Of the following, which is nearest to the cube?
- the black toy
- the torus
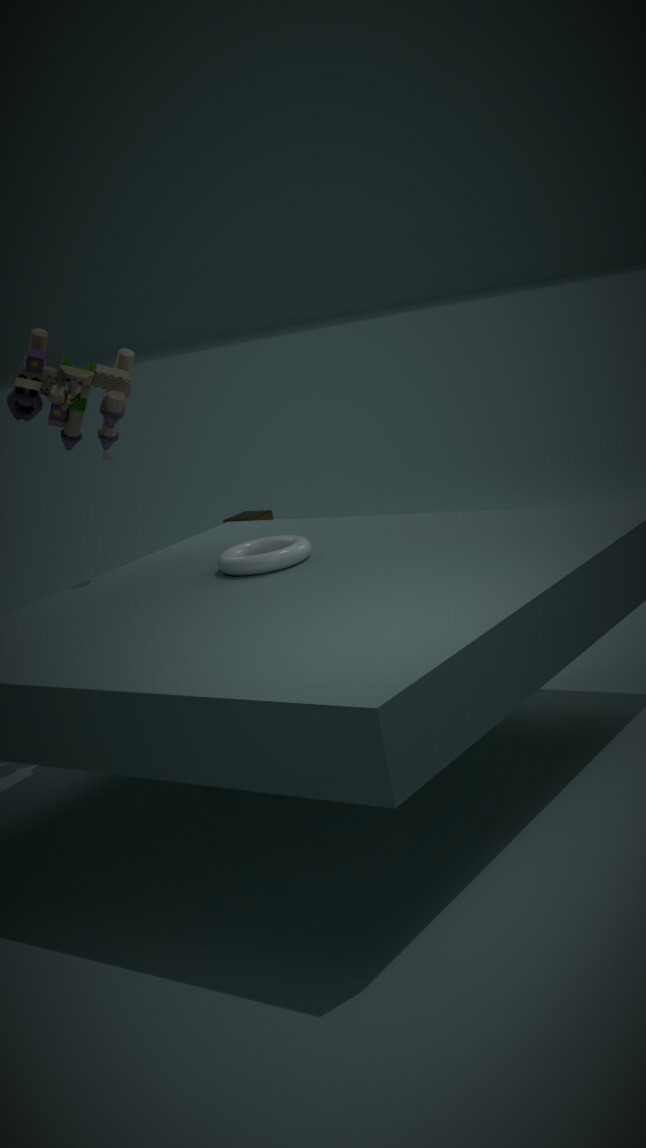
the black toy
